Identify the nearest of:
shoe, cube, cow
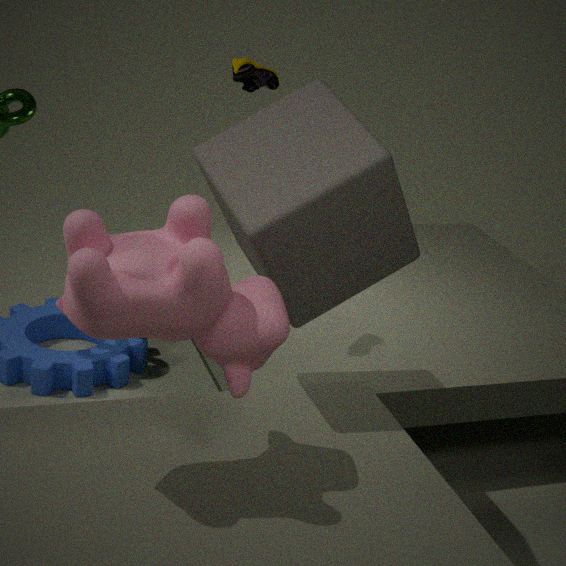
cow
